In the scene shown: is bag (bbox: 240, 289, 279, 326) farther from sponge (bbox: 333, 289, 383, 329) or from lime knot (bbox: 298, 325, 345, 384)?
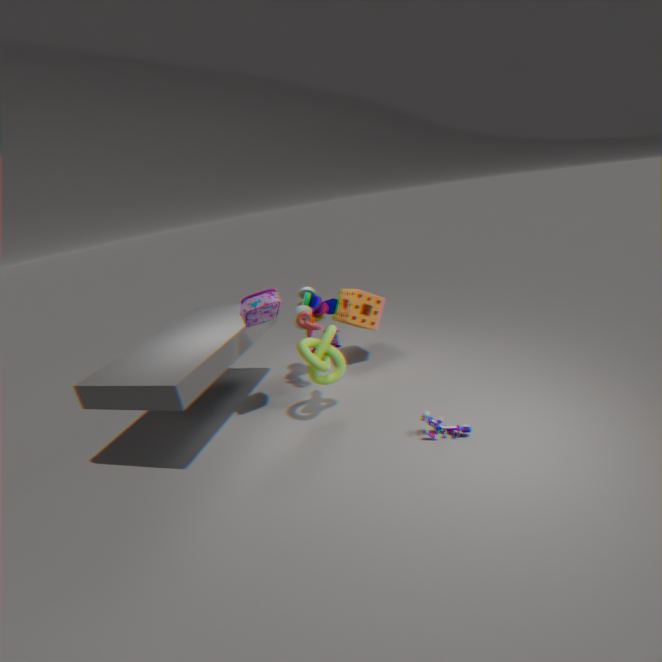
sponge (bbox: 333, 289, 383, 329)
